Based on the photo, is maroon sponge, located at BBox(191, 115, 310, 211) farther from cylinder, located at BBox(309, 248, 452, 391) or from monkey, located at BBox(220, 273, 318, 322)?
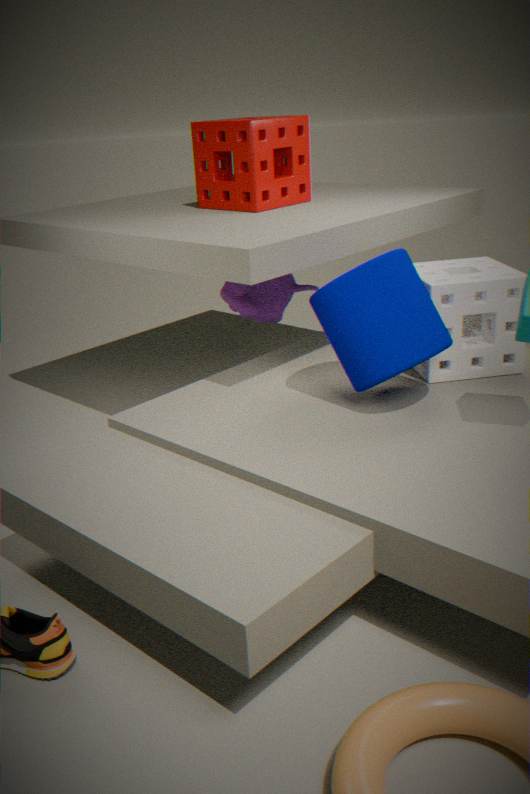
cylinder, located at BBox(309, 248, 452, 391)
